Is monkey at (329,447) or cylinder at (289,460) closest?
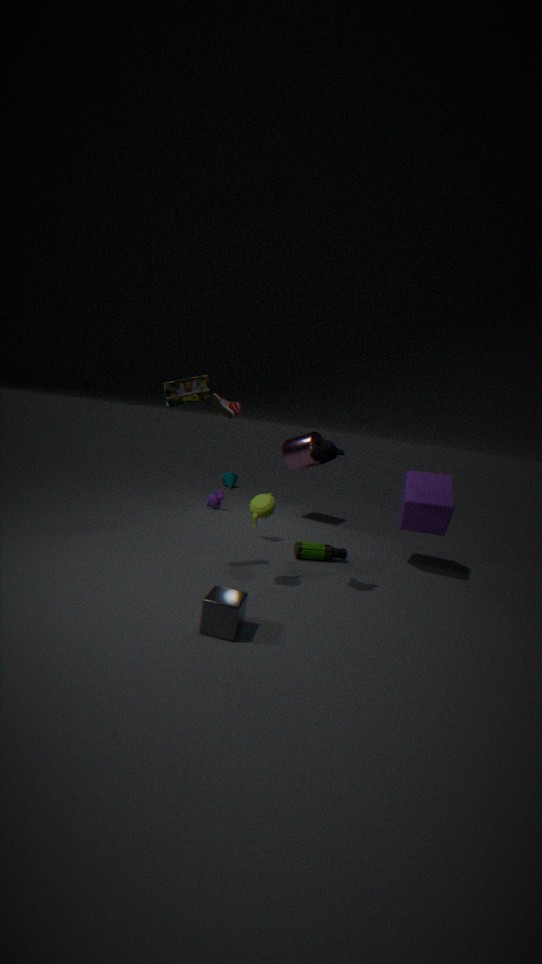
monkey at (329,447)
